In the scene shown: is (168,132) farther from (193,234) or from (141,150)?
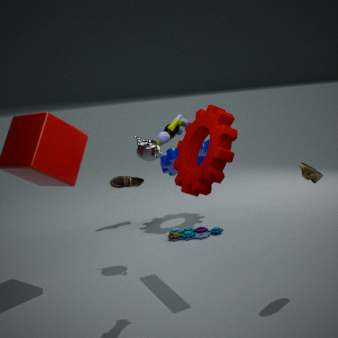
(193,234)
